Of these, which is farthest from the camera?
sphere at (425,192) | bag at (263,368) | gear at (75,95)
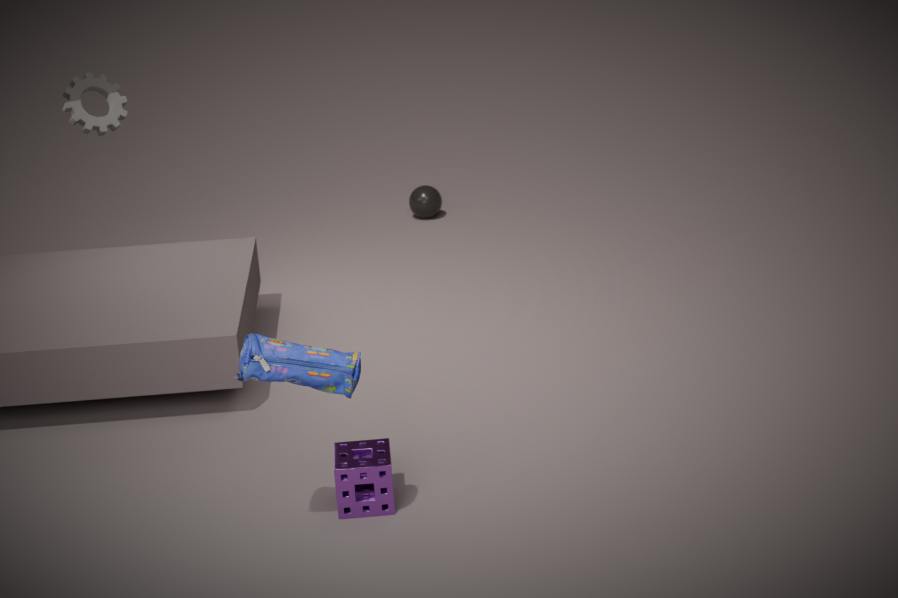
sphere at (425,192)
